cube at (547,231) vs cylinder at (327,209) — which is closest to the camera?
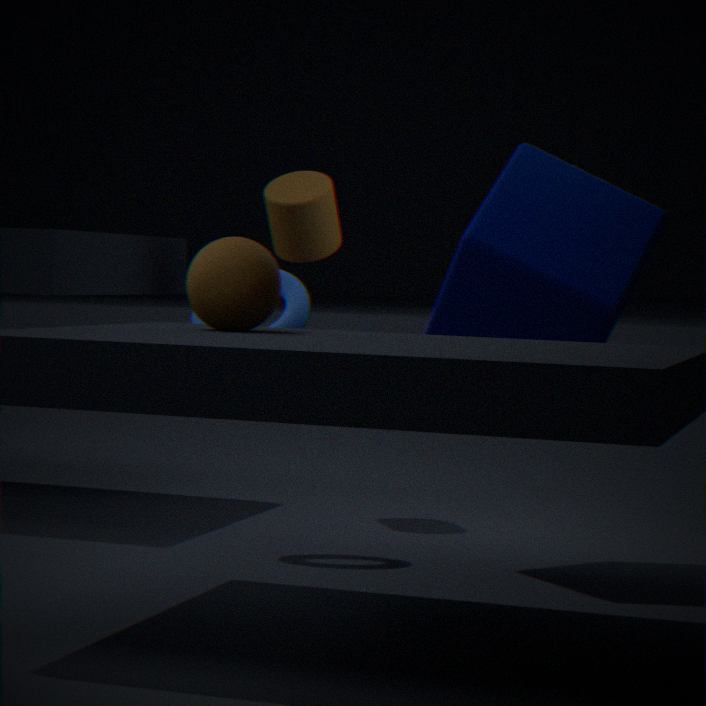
cube at (547,231)
